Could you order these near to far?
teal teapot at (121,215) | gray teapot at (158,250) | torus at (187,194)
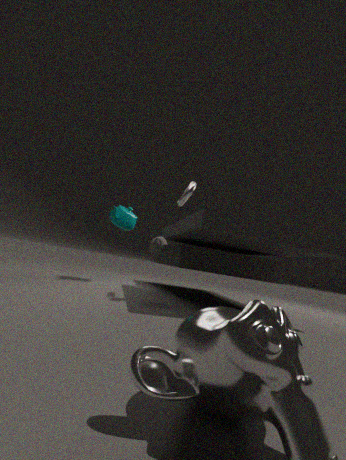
gray teapot at (158,250), torus at (187,194), teal teapot at (121,215)
